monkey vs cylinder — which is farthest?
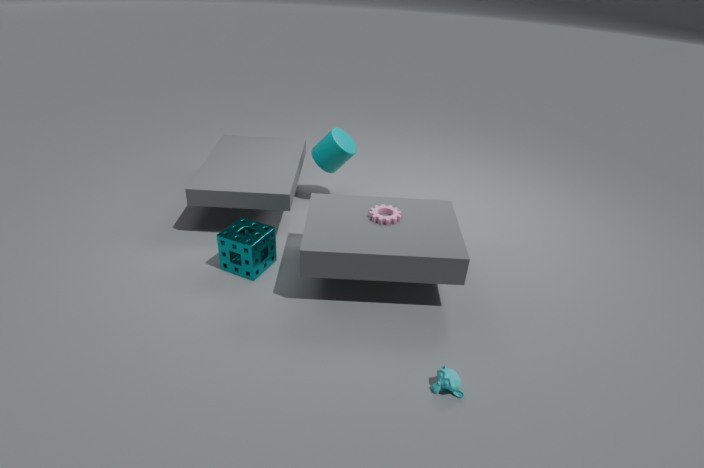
cylinder
